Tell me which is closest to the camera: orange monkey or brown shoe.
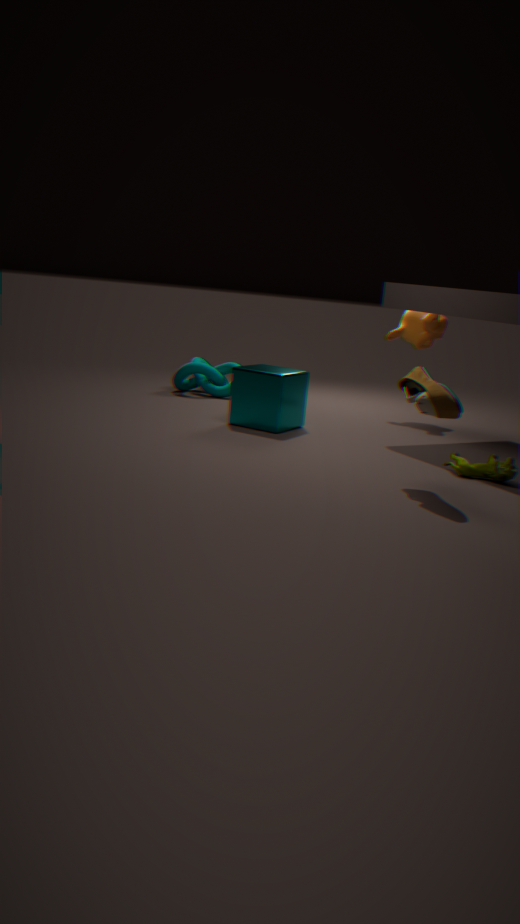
brown shoe
